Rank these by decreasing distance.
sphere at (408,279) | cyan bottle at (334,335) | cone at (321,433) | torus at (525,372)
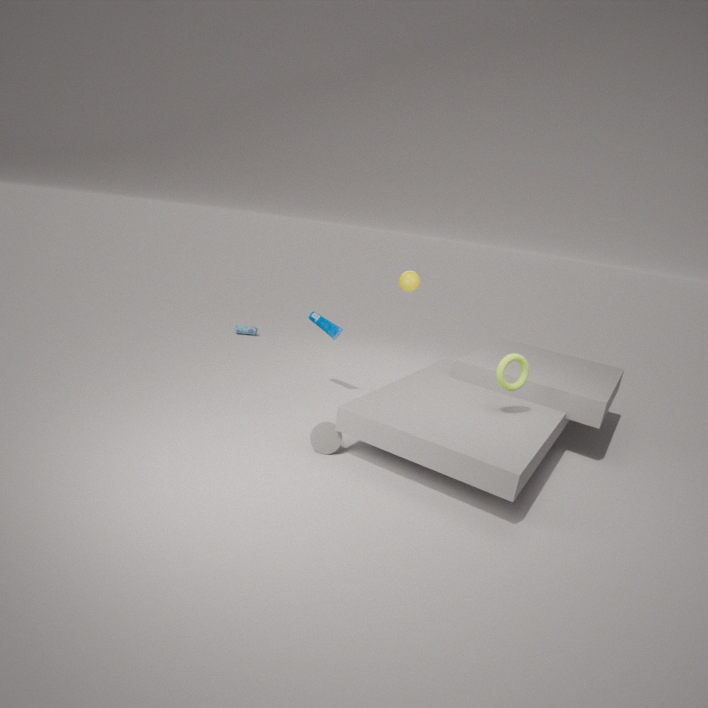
cyan bottle at (334,335) < sphere at (408,279) < torus at (525,372) < cone at (321,433)
